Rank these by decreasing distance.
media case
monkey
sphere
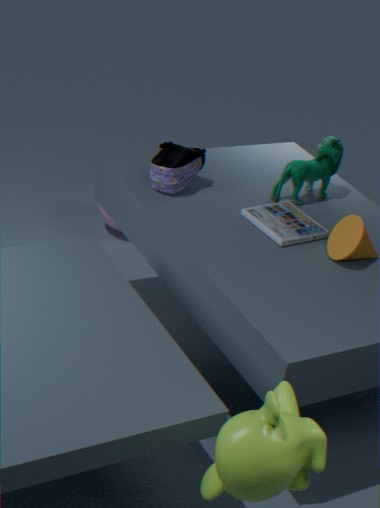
sphere
media case
monkey
